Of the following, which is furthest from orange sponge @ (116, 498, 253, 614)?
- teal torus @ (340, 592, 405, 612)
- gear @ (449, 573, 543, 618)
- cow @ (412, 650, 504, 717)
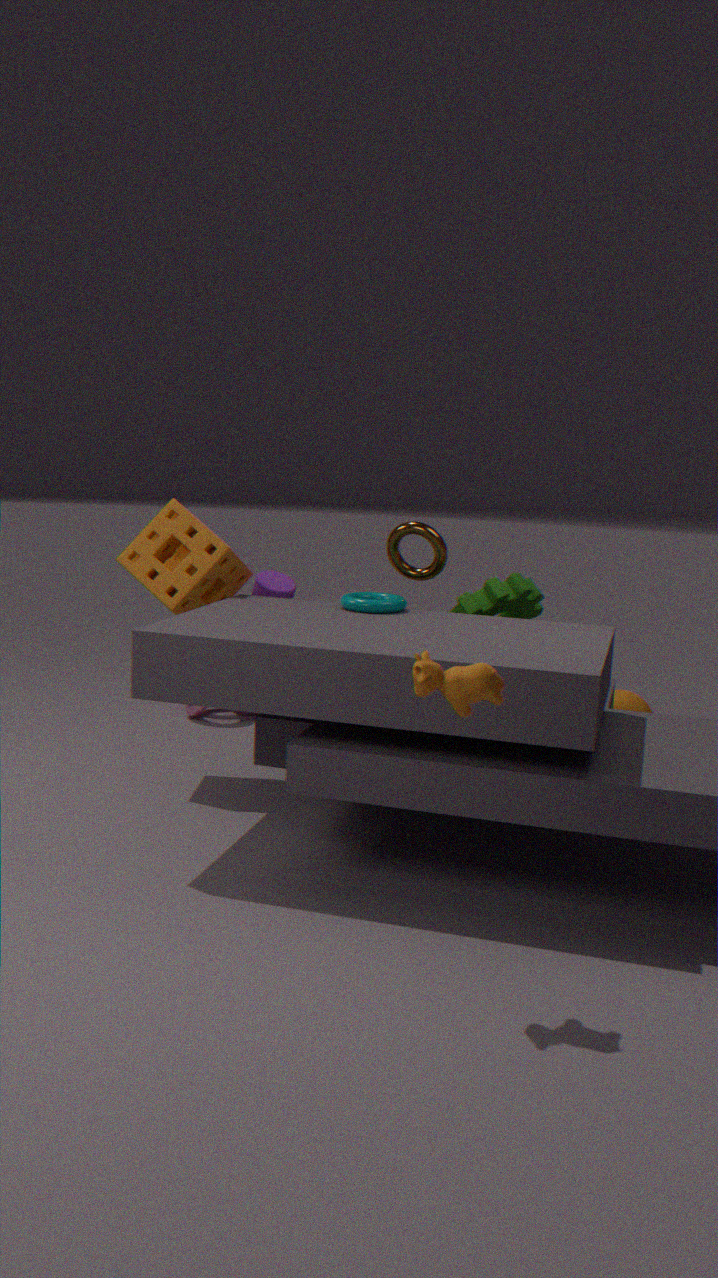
cow @ (412, 650, 504, 717)
